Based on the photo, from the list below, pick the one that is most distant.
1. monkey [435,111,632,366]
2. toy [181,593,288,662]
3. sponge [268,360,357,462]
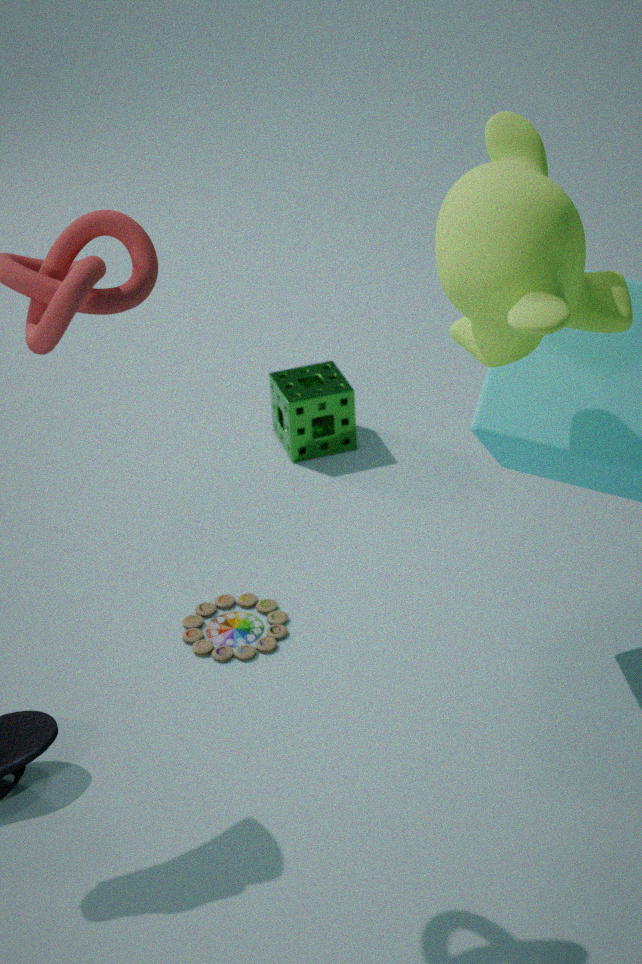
sponge [268,360,357,462]
